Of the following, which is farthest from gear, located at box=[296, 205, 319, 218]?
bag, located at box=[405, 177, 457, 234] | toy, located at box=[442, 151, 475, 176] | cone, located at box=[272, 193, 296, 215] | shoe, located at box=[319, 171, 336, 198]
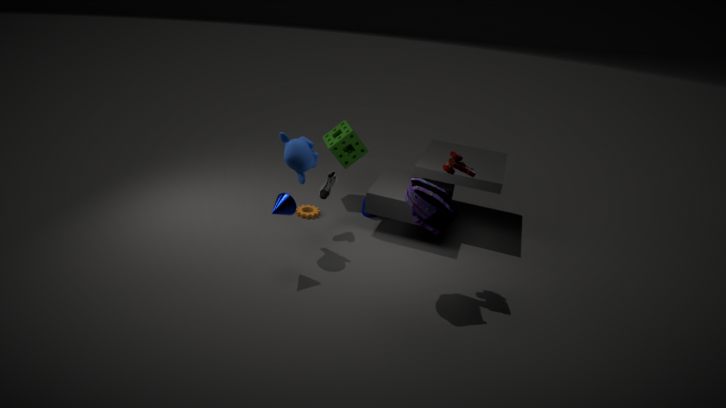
toy, located at box=[442, 151, 475, 176]
